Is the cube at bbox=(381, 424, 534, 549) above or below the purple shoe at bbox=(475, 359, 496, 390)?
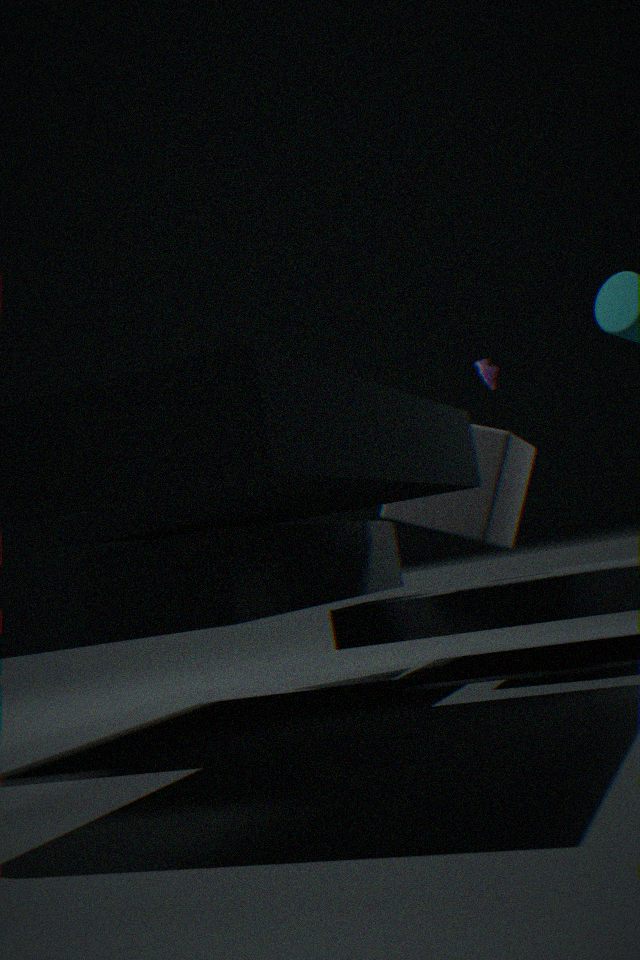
below
